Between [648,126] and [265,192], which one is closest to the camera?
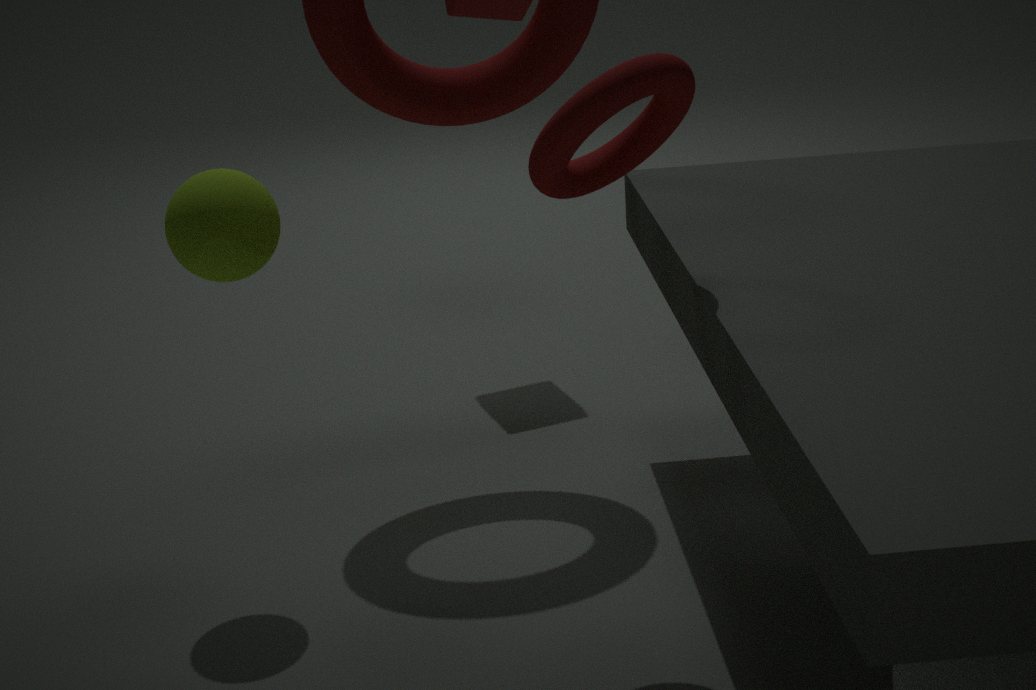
[648,126]
